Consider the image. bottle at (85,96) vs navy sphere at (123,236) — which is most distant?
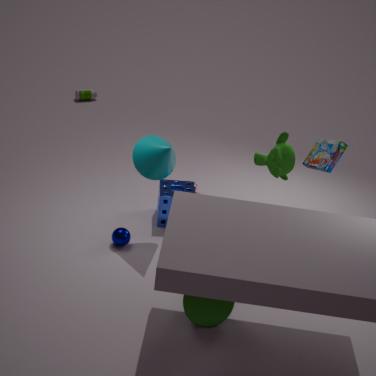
bottle at (85,96)
